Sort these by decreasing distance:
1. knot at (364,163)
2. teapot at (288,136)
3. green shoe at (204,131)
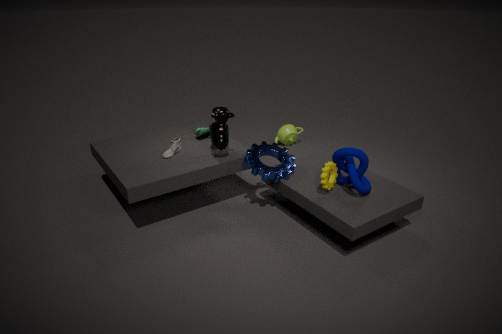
teapot at (288,136), green shoe at (204,131), knot at (364,163)
